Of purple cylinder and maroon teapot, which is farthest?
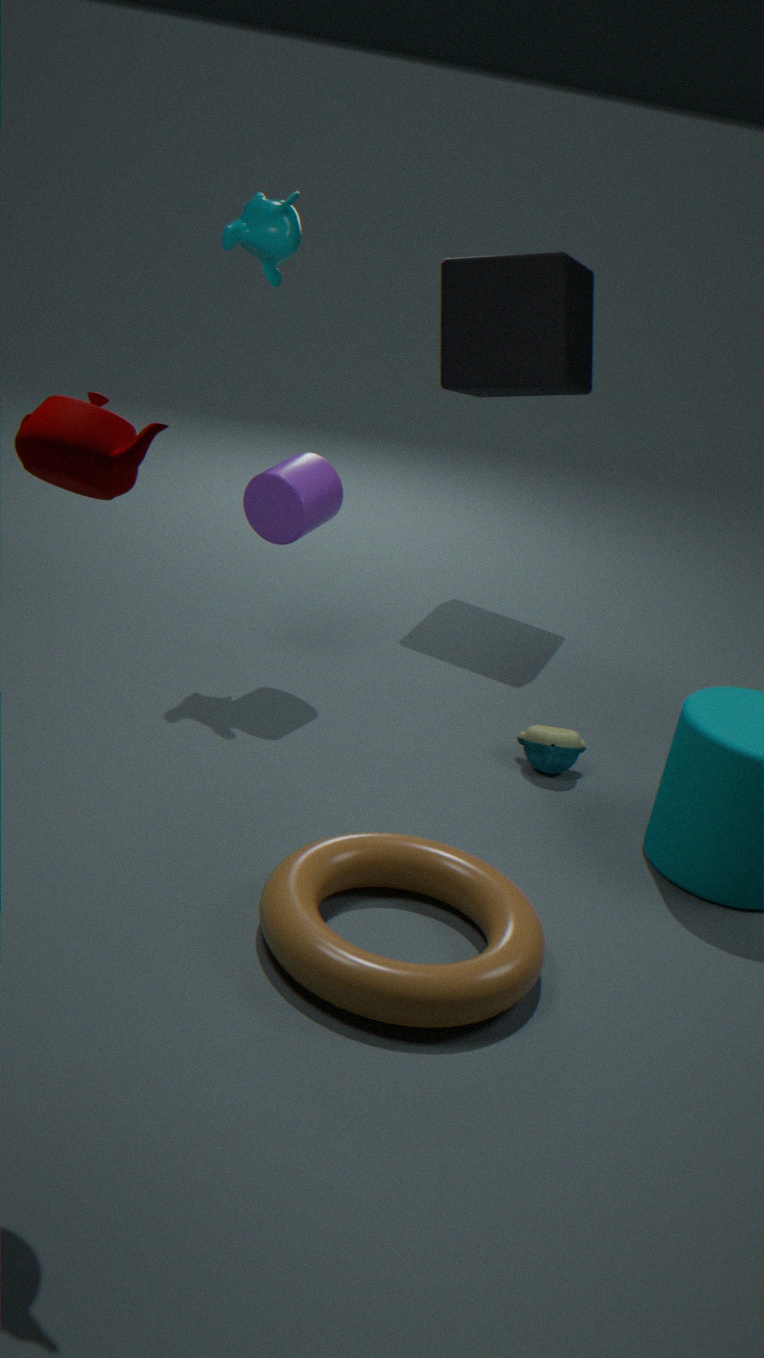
purple cylinder
